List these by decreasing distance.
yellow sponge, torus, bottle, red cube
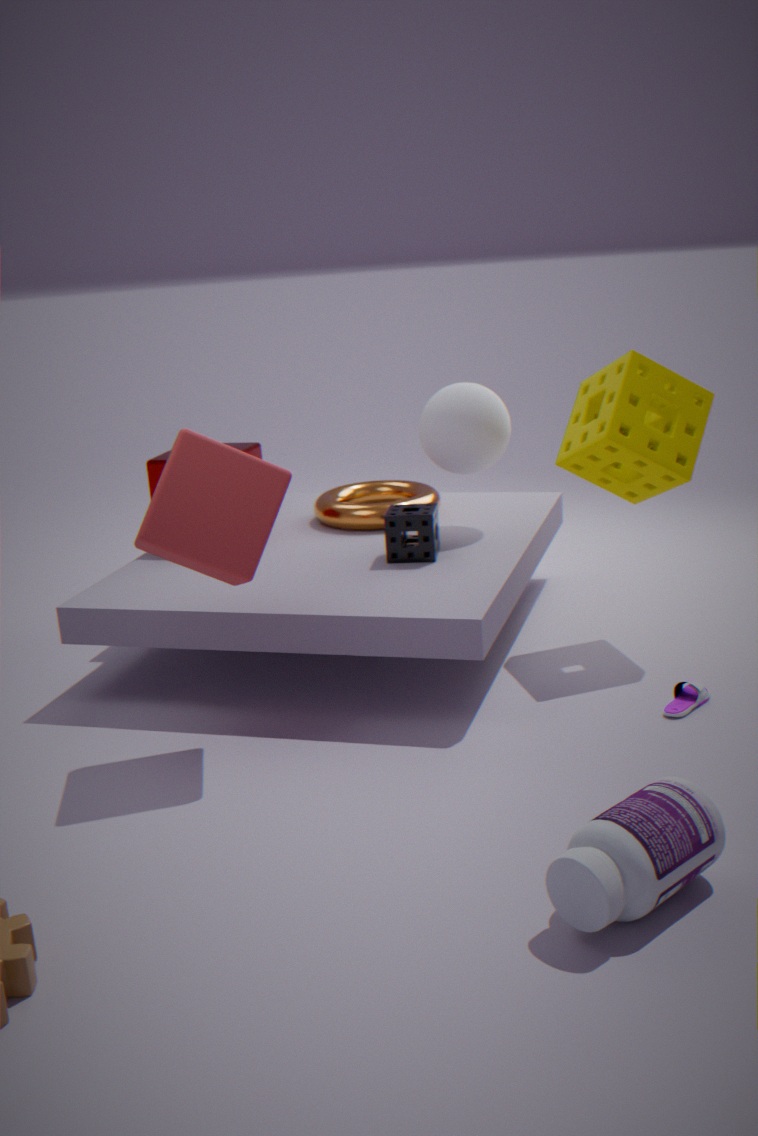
torus, yellow sponge, red cube, bottle
